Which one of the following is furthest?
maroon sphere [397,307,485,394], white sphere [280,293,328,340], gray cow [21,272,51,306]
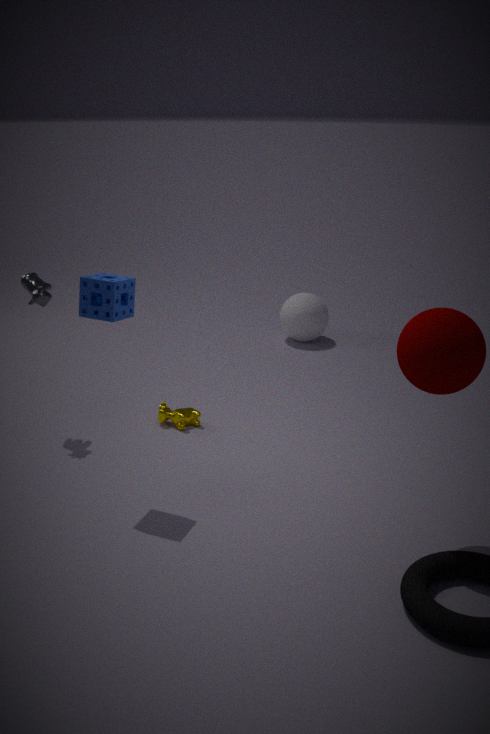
white sphere [280,293,328,340]
